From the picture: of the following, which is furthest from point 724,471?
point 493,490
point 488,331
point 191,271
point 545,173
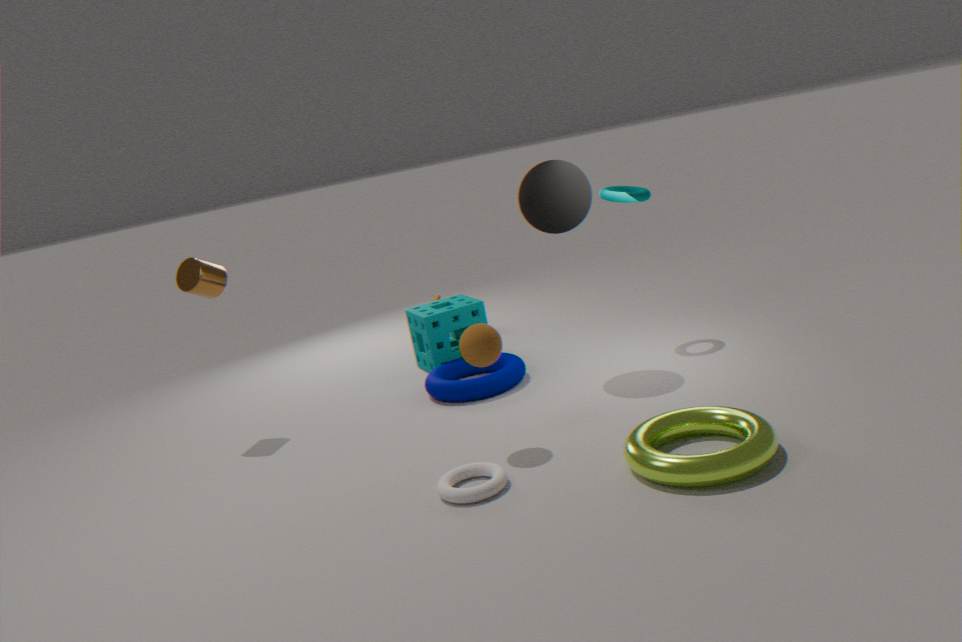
point 191,271
